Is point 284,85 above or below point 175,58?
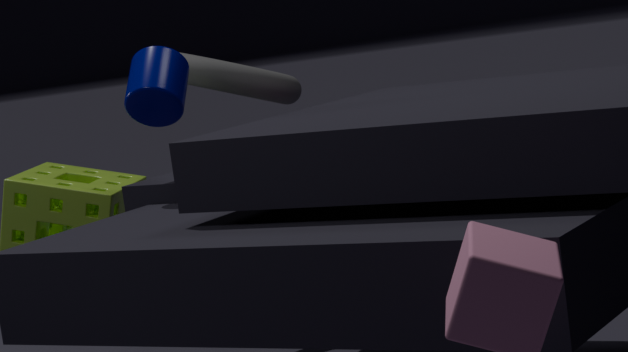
below
